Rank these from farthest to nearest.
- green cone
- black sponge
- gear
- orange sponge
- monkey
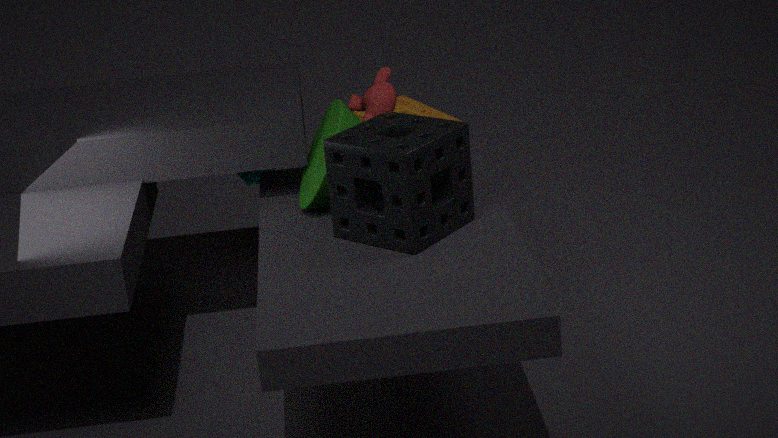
orange sponge < gear < monkey < green cone < black sponge
